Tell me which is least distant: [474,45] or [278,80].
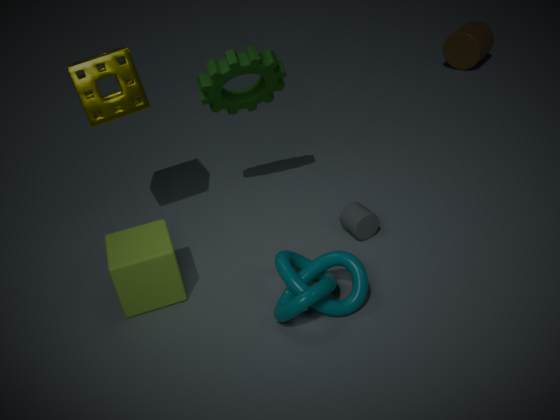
[278,80]
